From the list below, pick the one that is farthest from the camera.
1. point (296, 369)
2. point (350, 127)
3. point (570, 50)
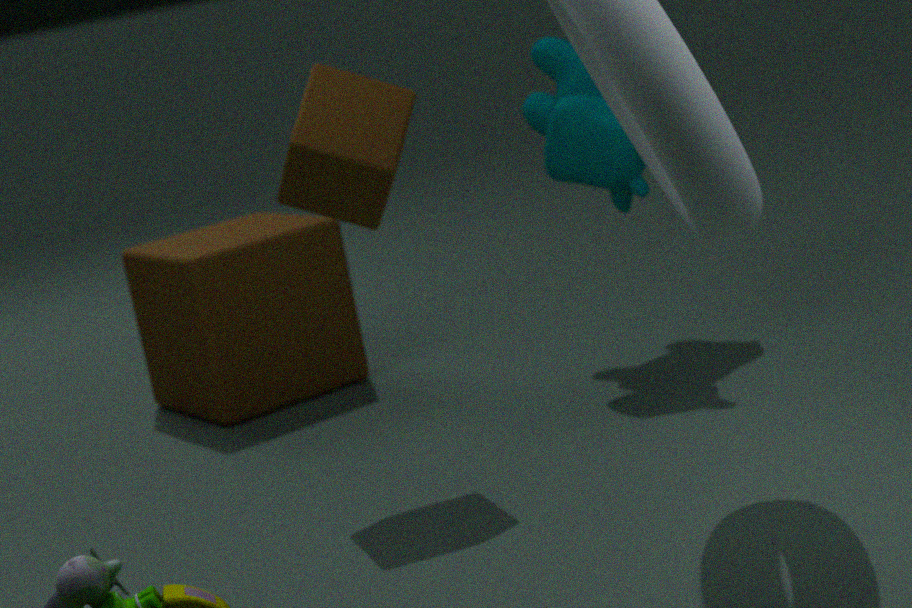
point (296, 369)
